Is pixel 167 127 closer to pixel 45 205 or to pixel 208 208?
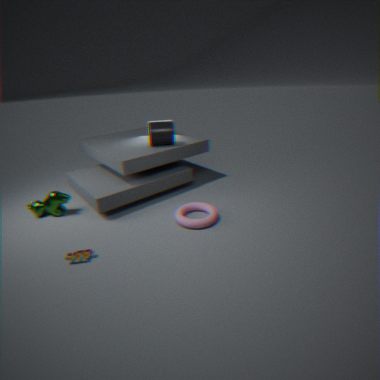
pixel 208 208
